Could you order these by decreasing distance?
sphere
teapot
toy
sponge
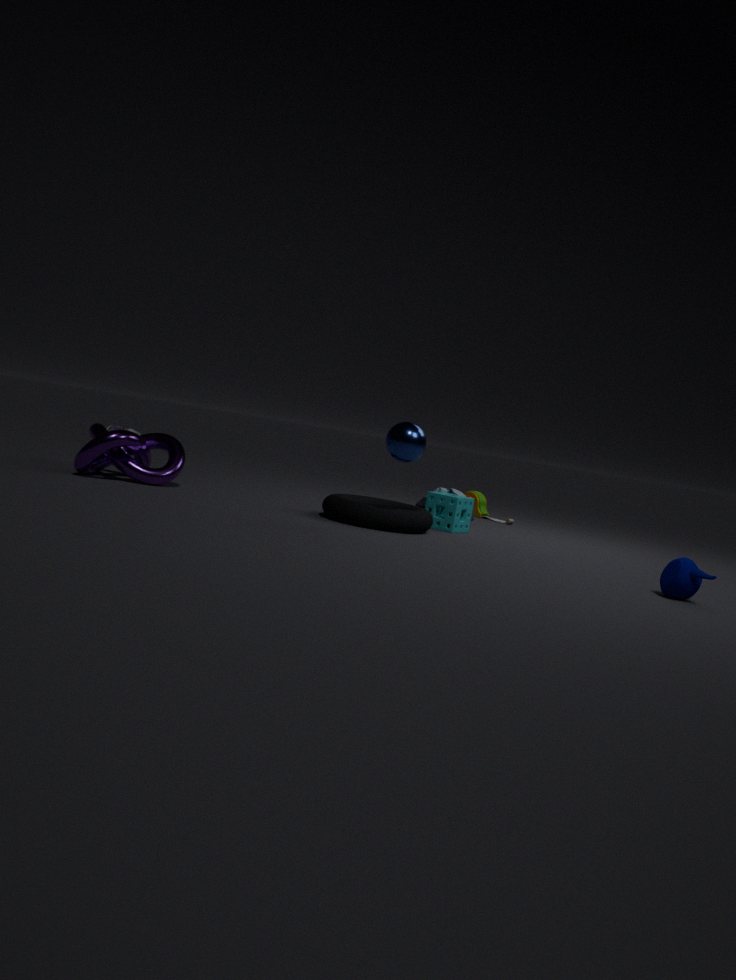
toy
sponge
sphere
teapot
